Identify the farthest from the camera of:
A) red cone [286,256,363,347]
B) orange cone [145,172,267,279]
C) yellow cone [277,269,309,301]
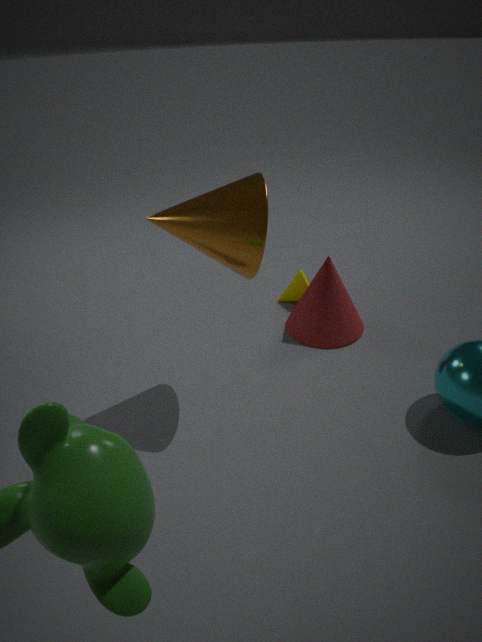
yellow cone [277,269,309,301]
